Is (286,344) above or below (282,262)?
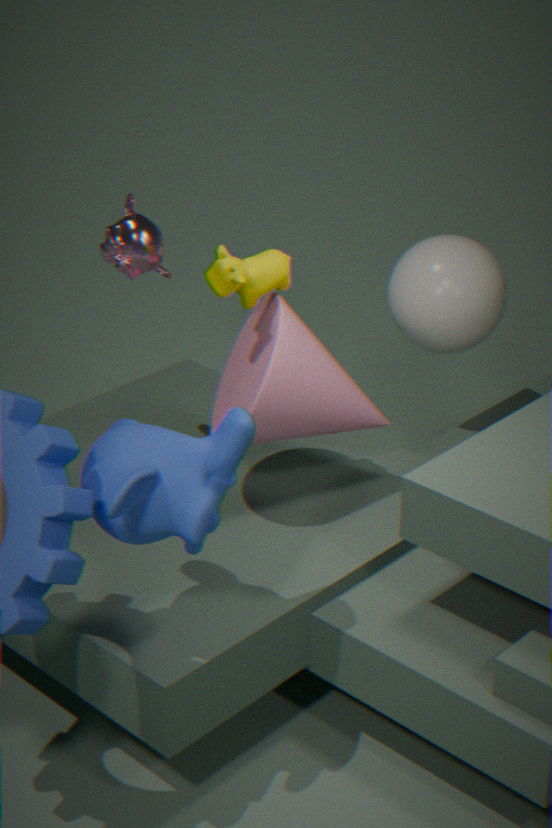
below
